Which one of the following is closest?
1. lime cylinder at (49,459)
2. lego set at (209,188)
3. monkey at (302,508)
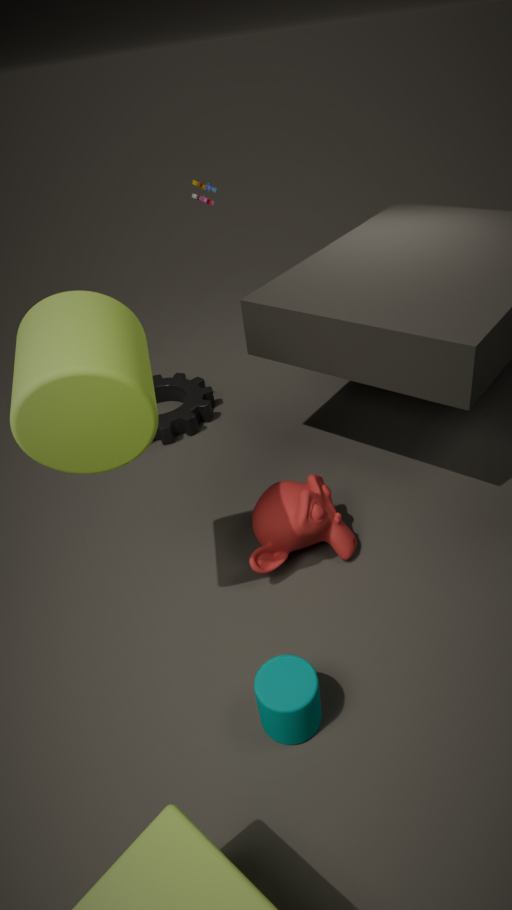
lime cylinder at (49,459)
